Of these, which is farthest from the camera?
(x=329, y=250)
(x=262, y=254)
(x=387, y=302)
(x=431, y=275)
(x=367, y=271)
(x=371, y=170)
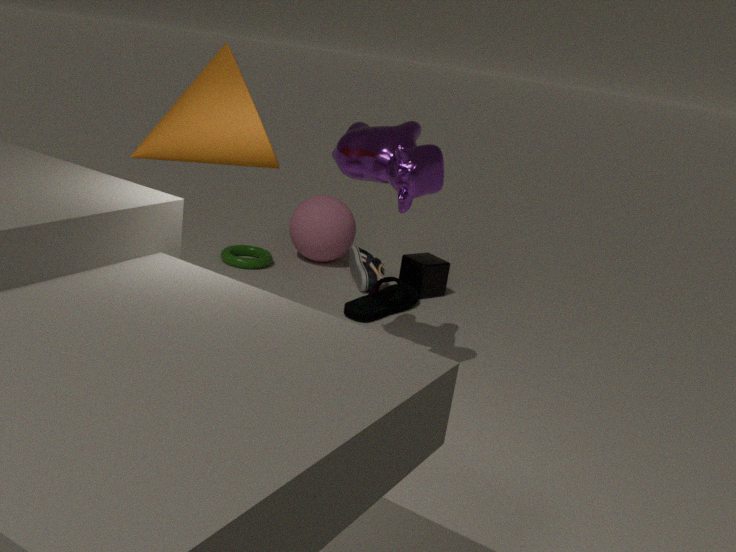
(x=329, y=250)
